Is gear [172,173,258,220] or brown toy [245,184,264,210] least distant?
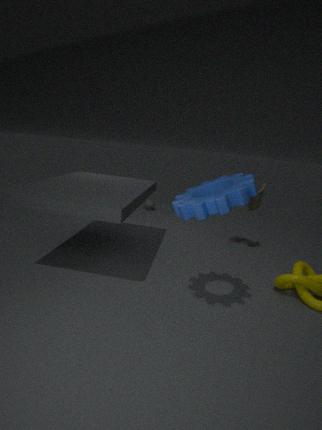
gear [172,173,258,220]
